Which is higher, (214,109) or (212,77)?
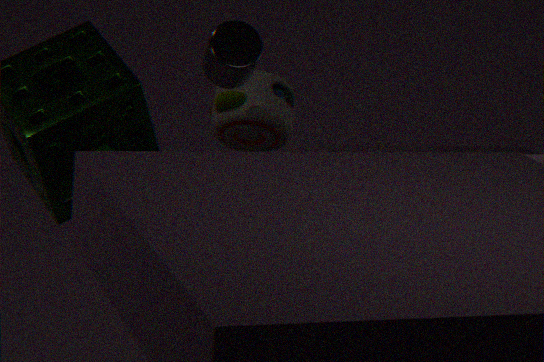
(212,77)
